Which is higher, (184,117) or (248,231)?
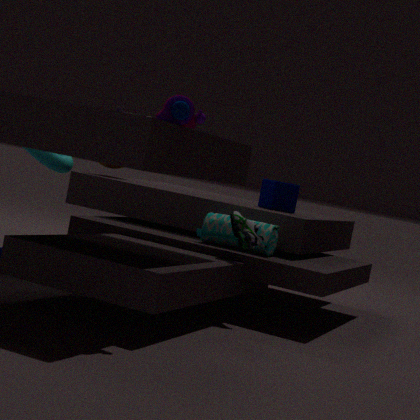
(184,117)
